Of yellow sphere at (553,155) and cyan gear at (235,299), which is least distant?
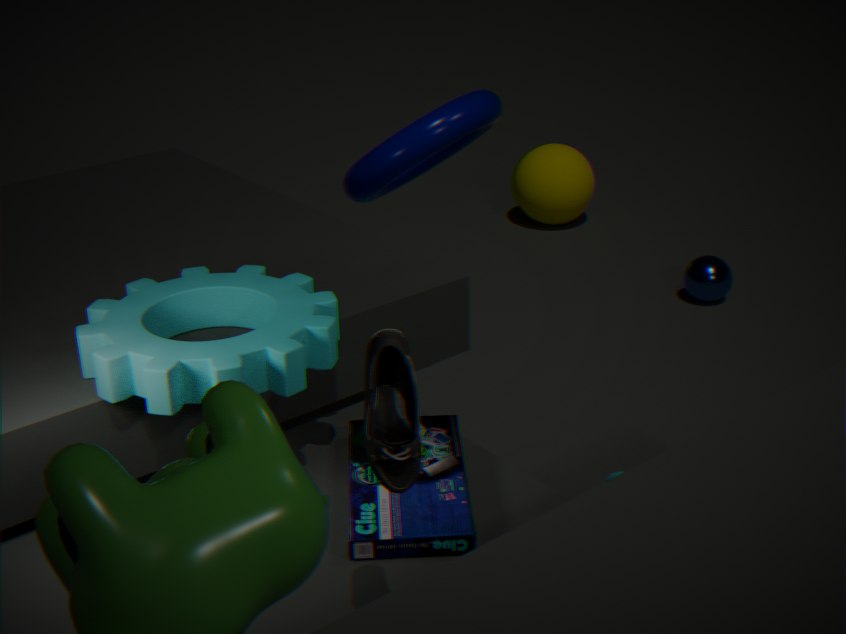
cyan gear at (235,299)
